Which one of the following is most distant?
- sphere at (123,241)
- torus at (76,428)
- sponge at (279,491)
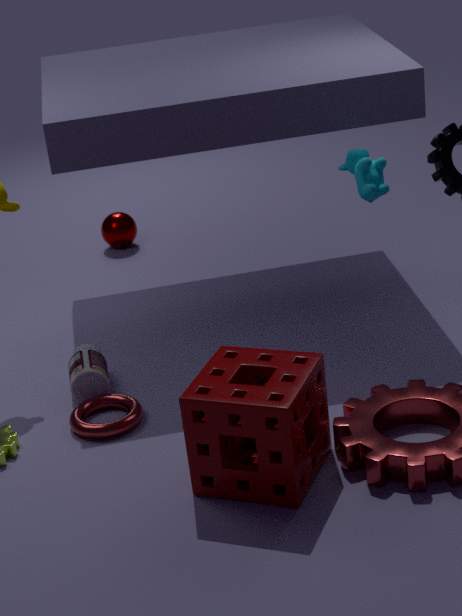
sphere at (123,241)
